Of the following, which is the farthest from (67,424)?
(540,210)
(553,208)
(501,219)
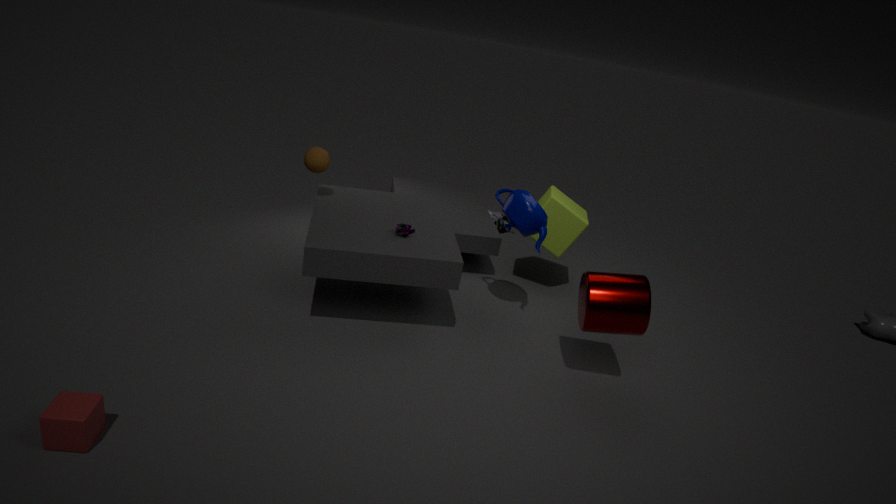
(501,219)
